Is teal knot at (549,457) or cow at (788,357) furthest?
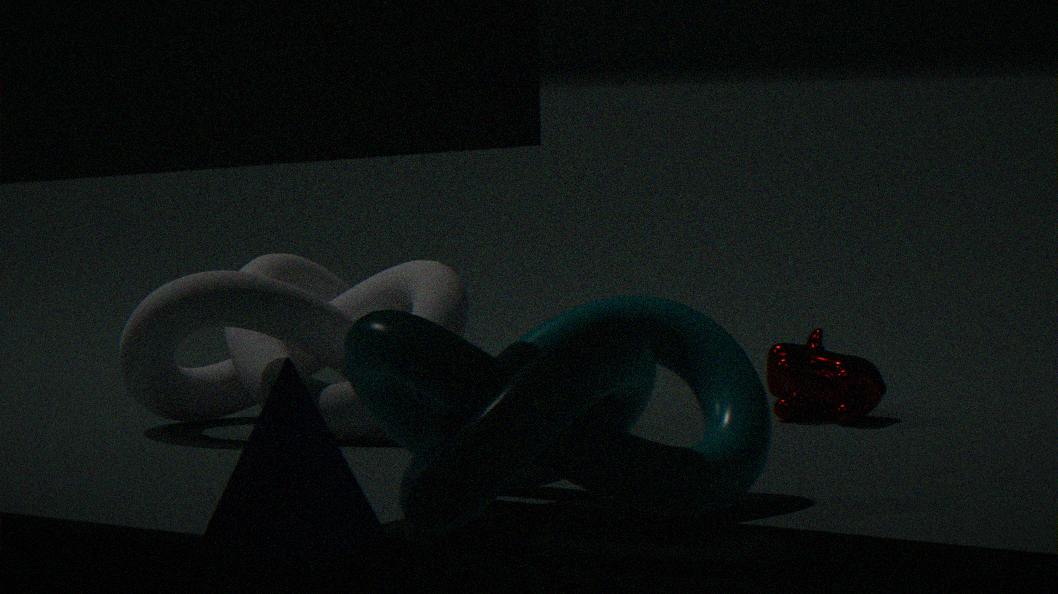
cow at (788,357)
